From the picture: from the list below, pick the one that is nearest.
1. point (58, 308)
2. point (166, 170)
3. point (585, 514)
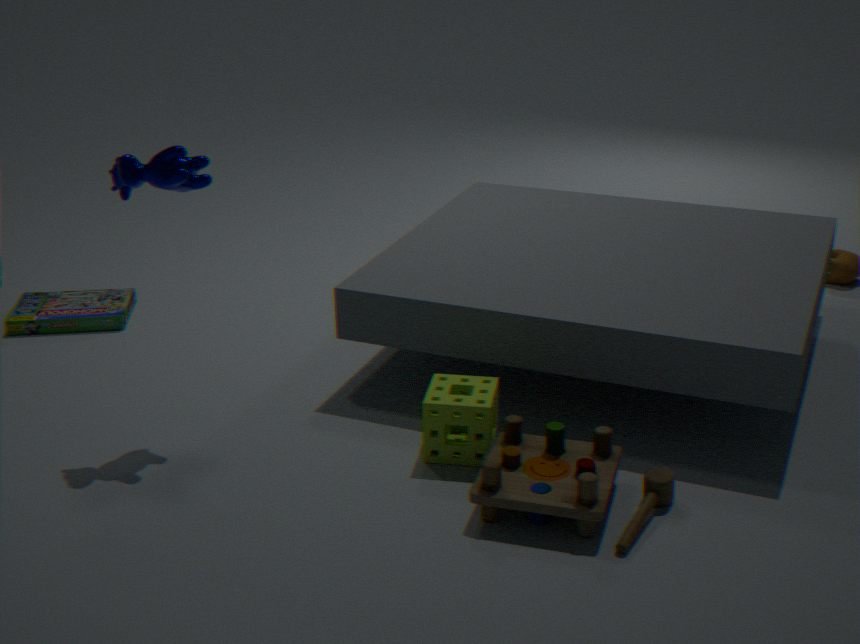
point (585, 514)
